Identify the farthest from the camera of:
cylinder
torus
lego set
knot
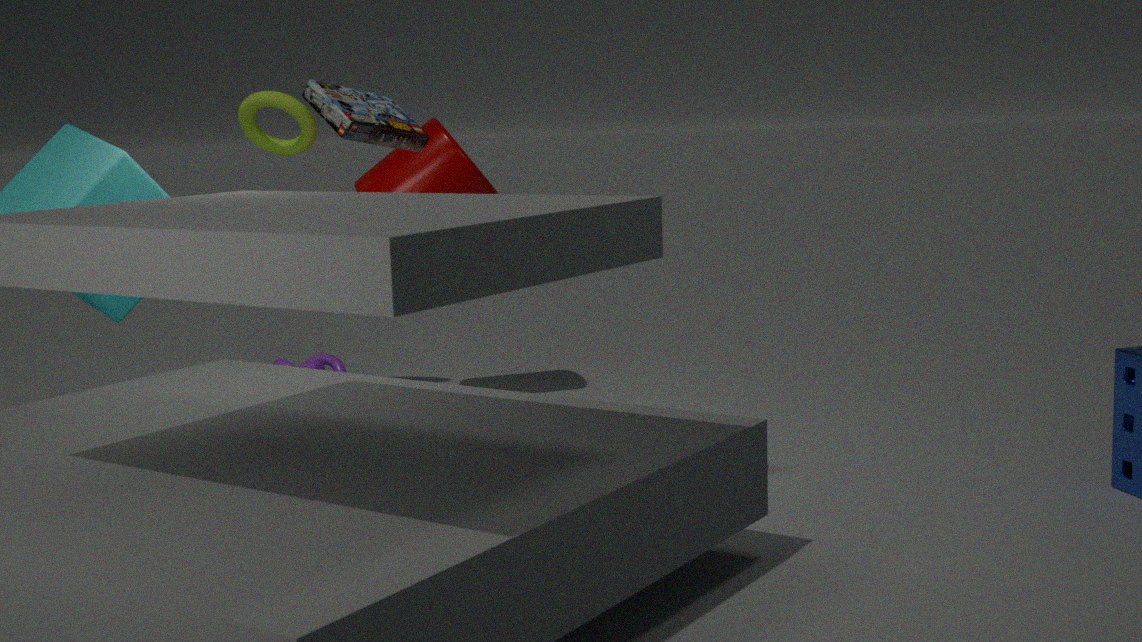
knot
